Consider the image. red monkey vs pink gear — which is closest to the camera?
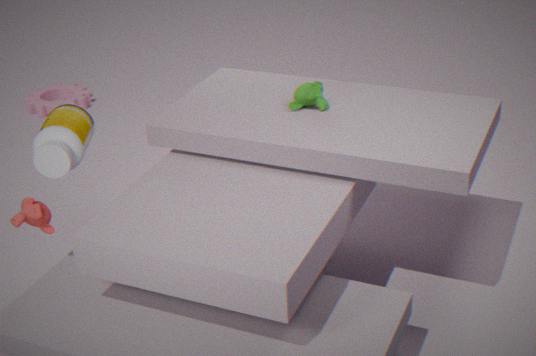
red monkey
